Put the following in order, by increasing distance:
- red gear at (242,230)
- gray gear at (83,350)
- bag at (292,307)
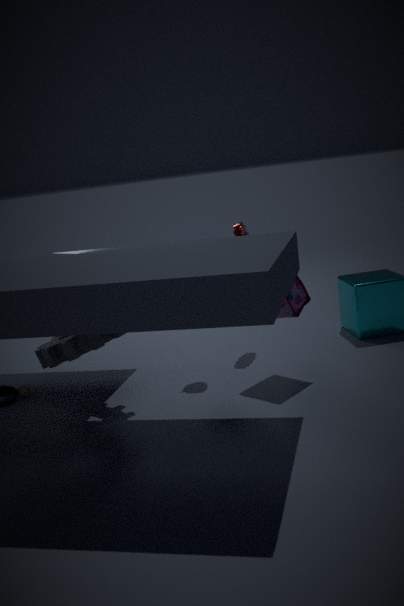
gray gear at (83,350) < bag at (292,307) < red gear at (242,230)
